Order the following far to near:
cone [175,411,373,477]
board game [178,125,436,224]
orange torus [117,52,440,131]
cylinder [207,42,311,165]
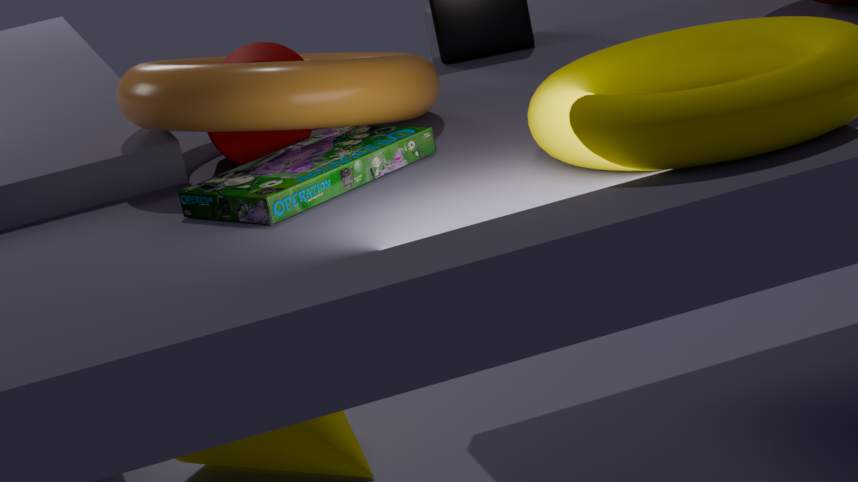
cone [175,411,373,477] → cylinder [207,42,311,165] → orange torus [117,52,440,131] → board game [178,125,436,224]
